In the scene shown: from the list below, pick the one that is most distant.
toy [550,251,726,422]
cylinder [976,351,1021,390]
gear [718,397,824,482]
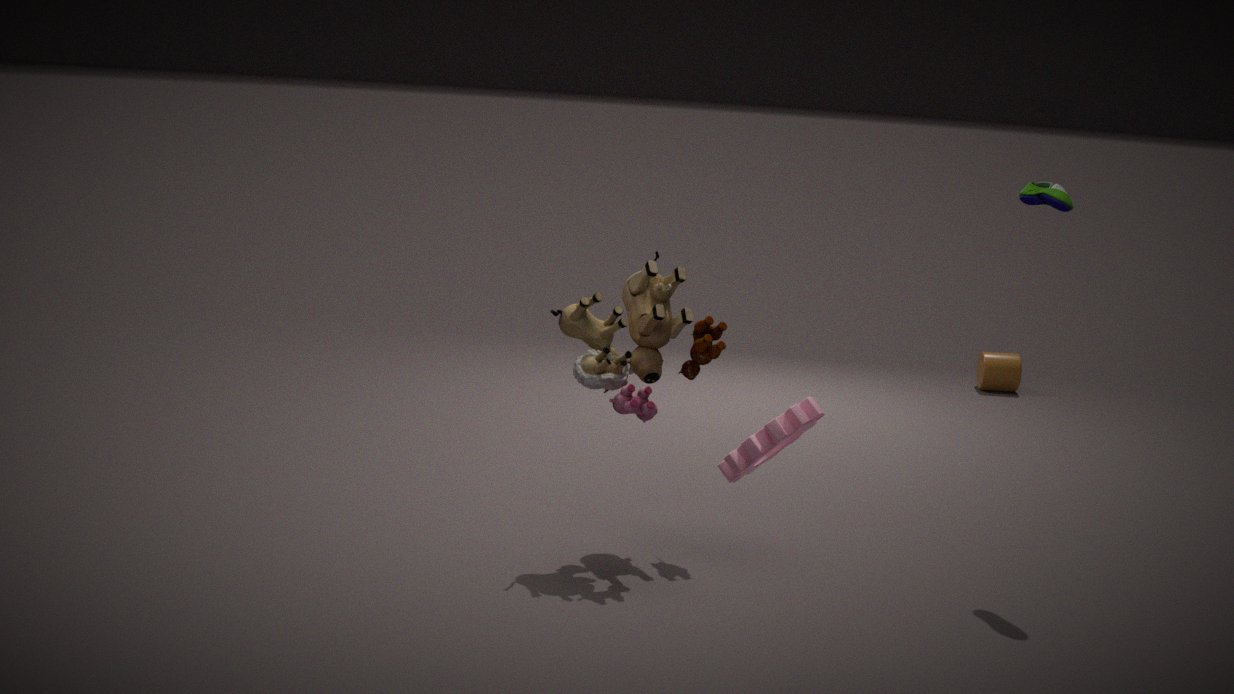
cylinder [976,351,1021,390]
